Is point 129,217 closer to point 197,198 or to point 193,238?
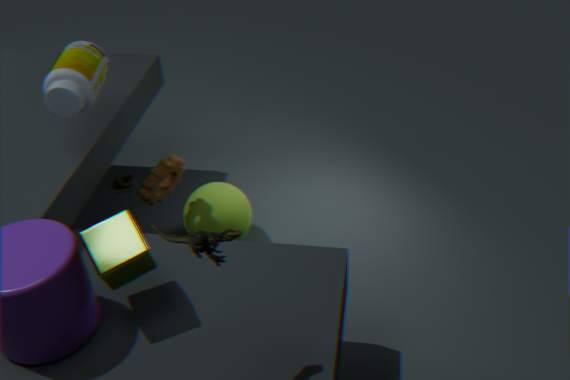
point 193,238
